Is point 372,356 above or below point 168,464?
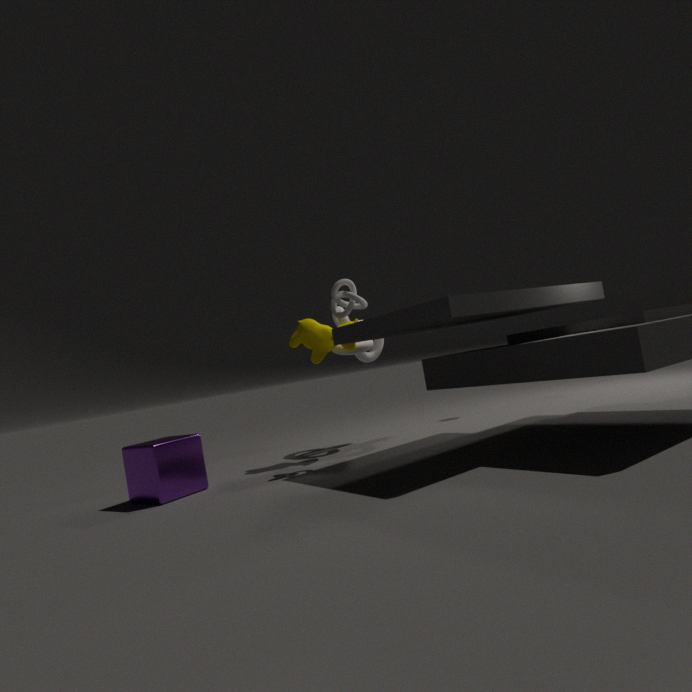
above
